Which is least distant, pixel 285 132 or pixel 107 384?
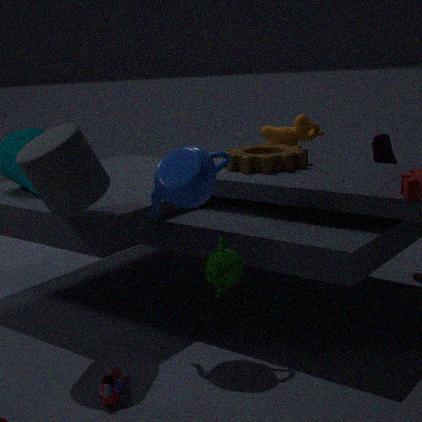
pixel 107 384
